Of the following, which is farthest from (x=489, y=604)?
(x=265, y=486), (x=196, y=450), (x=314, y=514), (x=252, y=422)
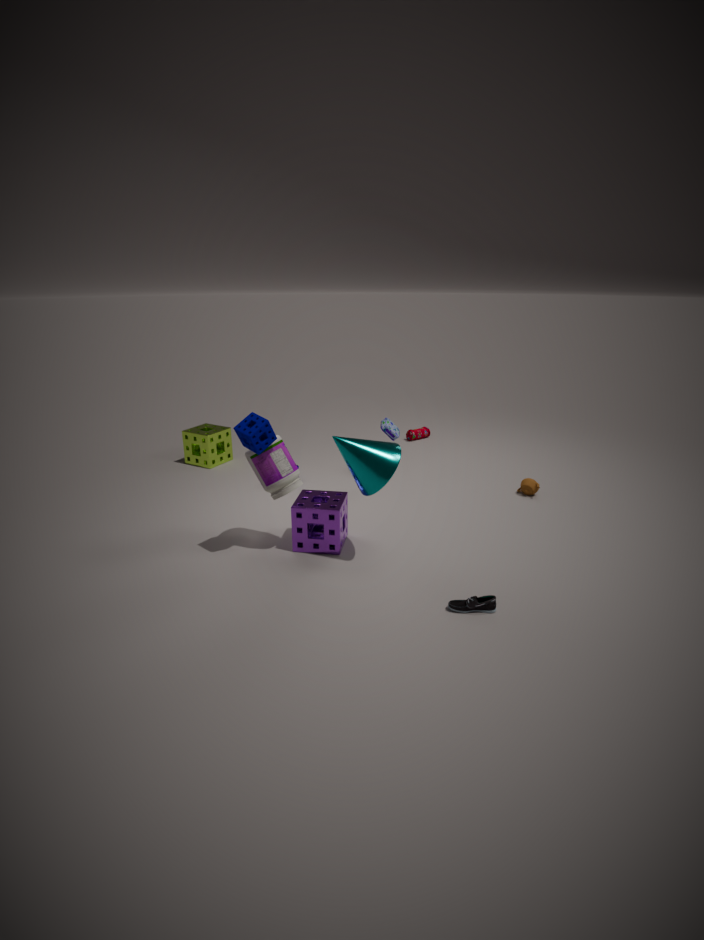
(x=196, y=450)
